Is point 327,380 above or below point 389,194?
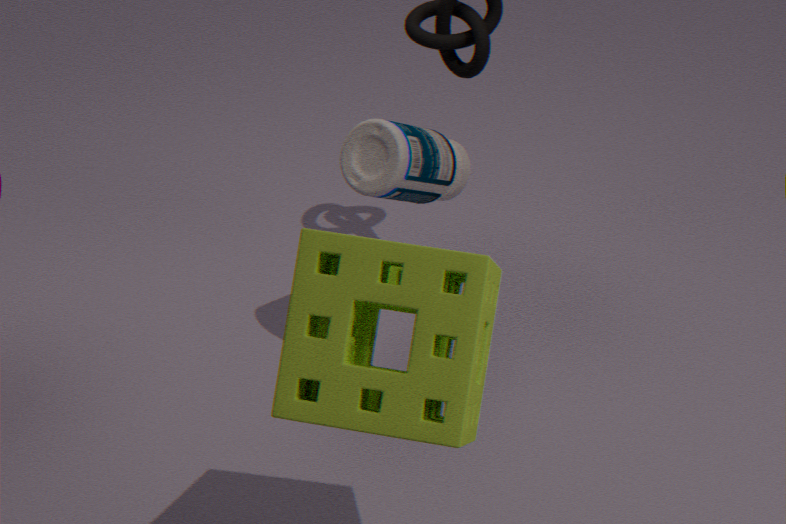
above
